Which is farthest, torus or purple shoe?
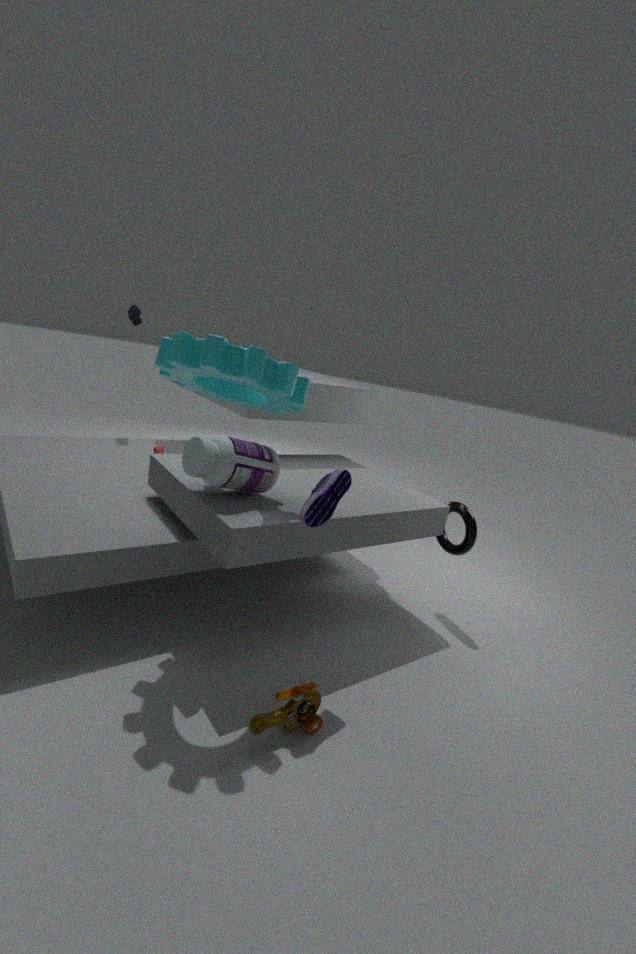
torus
